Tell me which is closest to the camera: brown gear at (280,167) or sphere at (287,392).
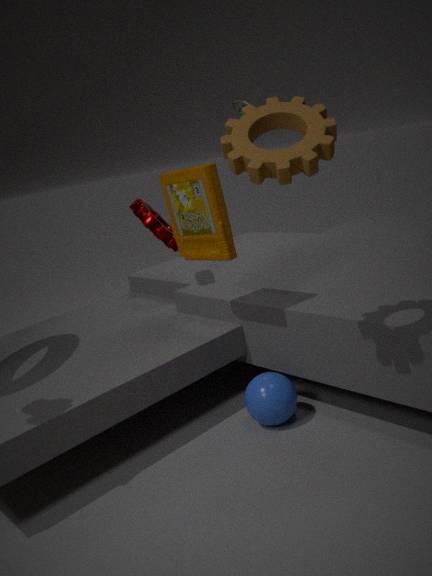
brown gear at (280,167)
